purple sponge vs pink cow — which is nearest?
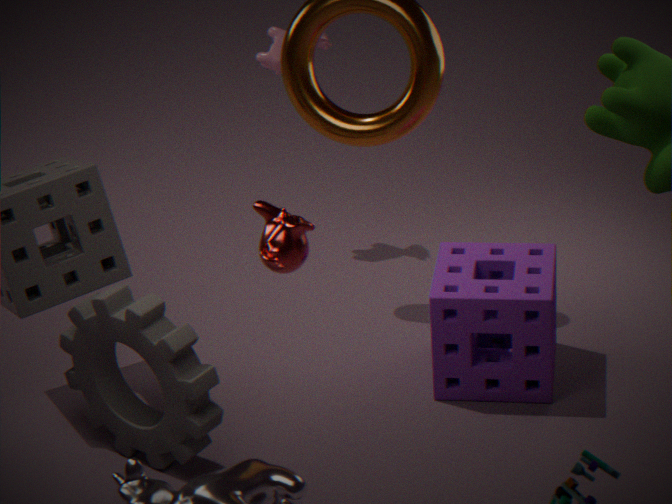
purple sponge
